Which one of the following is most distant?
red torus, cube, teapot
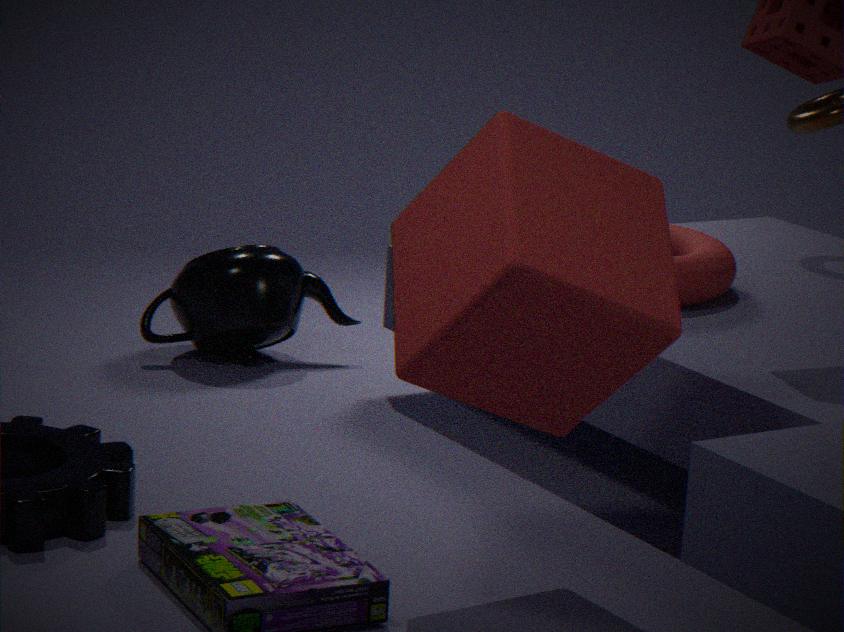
teapot
